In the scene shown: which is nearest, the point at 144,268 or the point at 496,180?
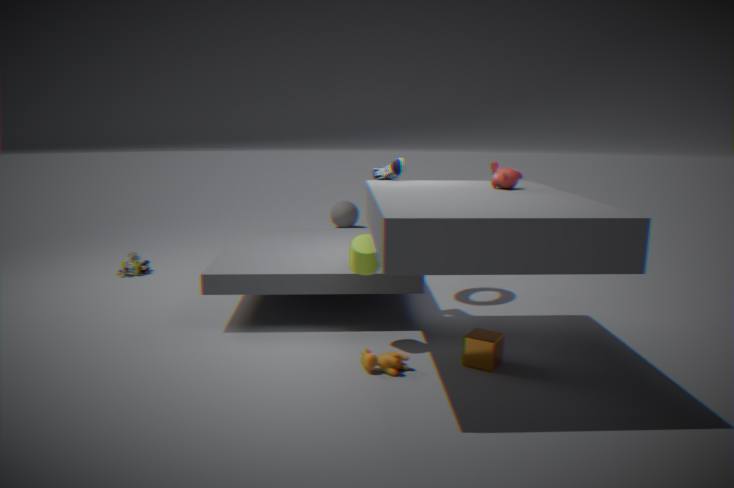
the point at 496,180
